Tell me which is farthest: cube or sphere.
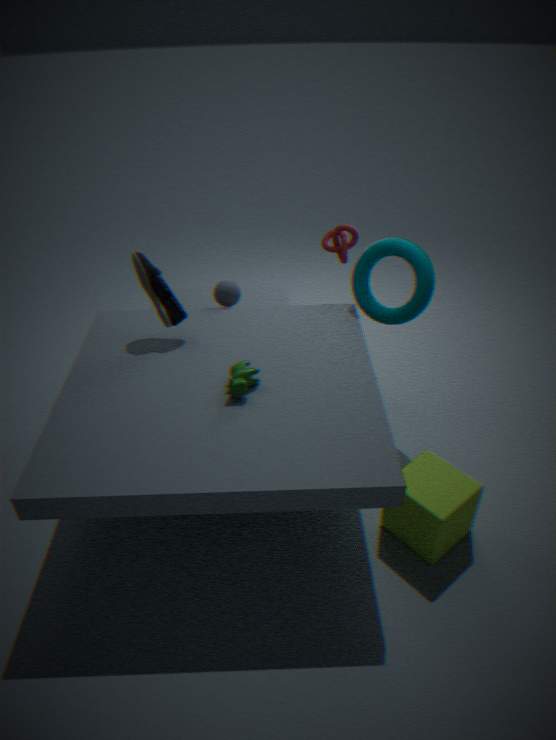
sphere
